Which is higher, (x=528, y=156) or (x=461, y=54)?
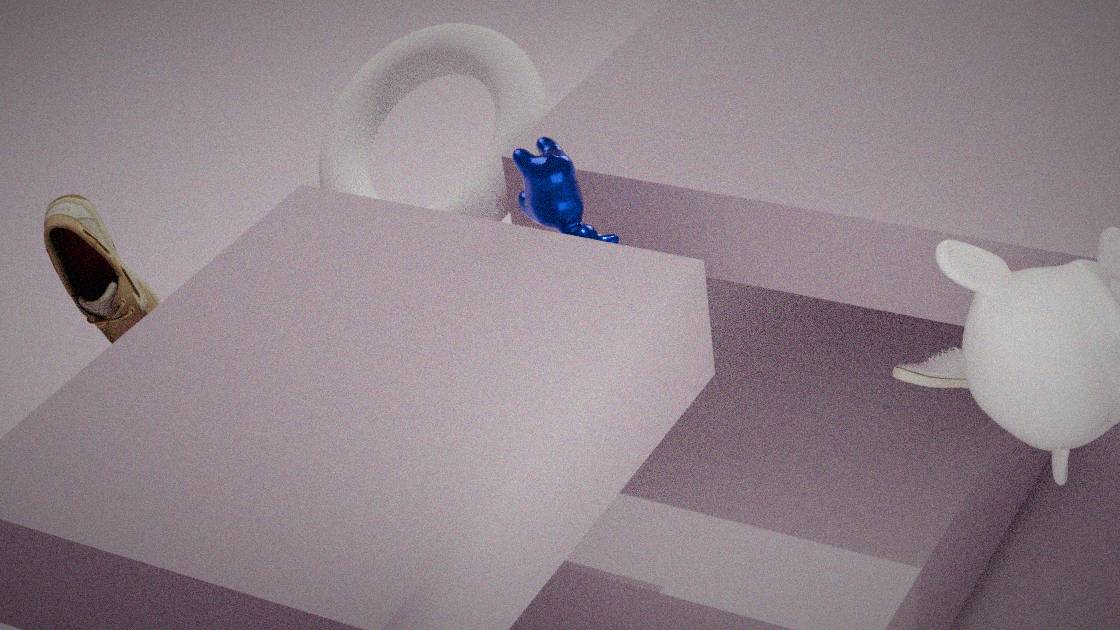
(x=528, y=156)
